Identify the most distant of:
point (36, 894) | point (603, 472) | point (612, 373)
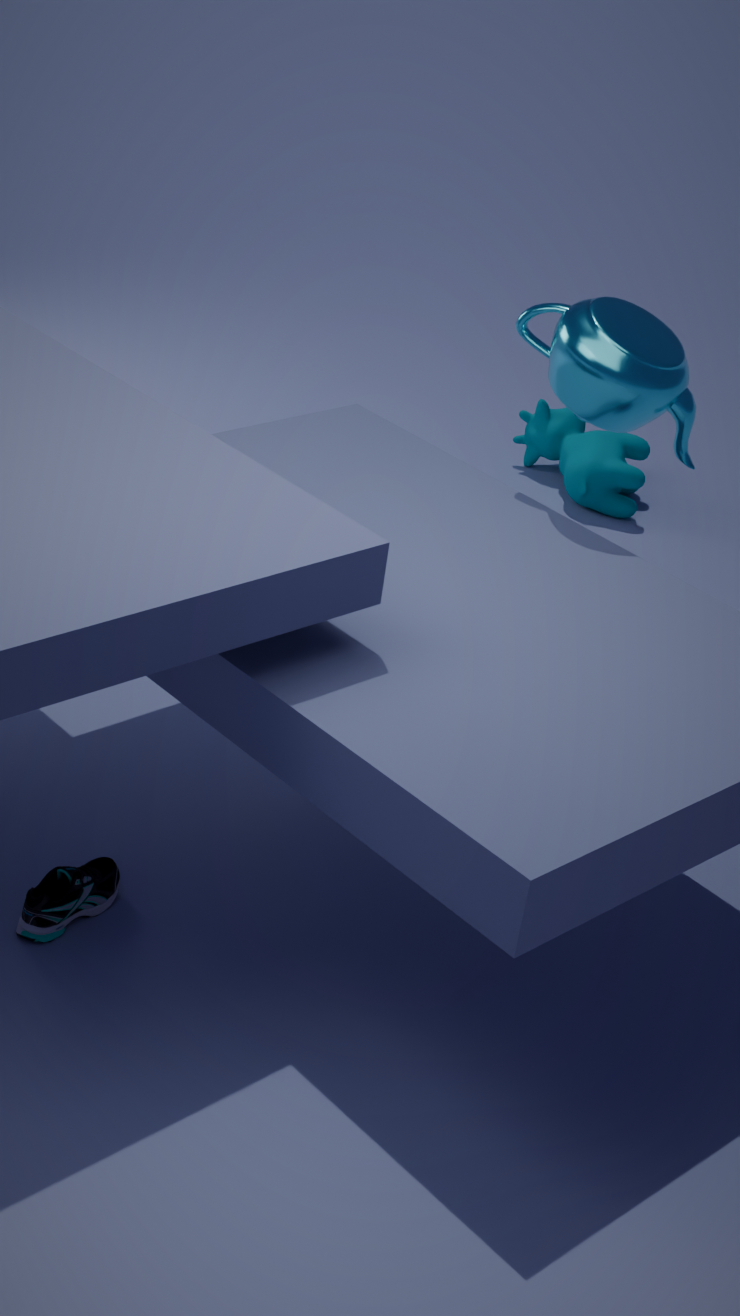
point (603, 472)
